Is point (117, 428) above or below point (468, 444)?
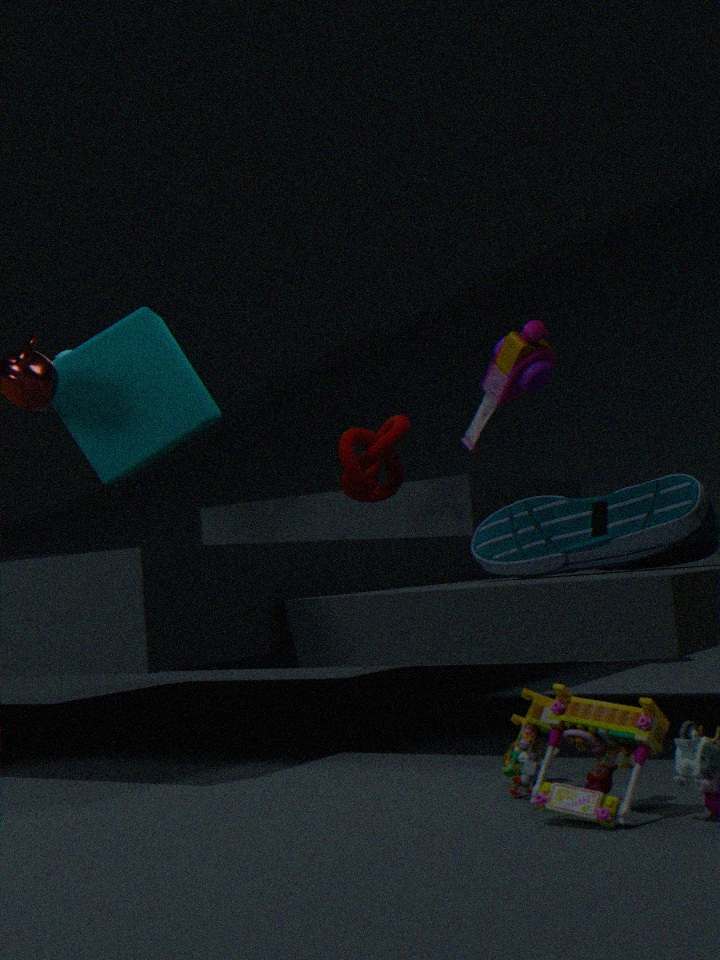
below
